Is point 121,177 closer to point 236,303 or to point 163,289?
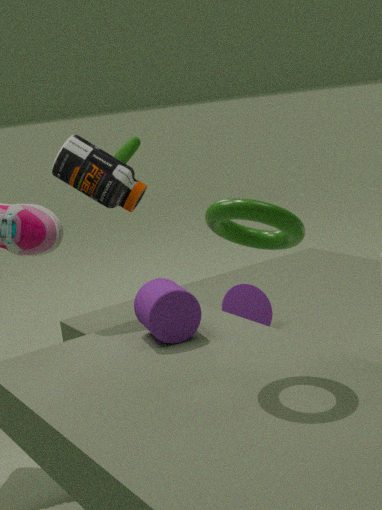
point 163,289
